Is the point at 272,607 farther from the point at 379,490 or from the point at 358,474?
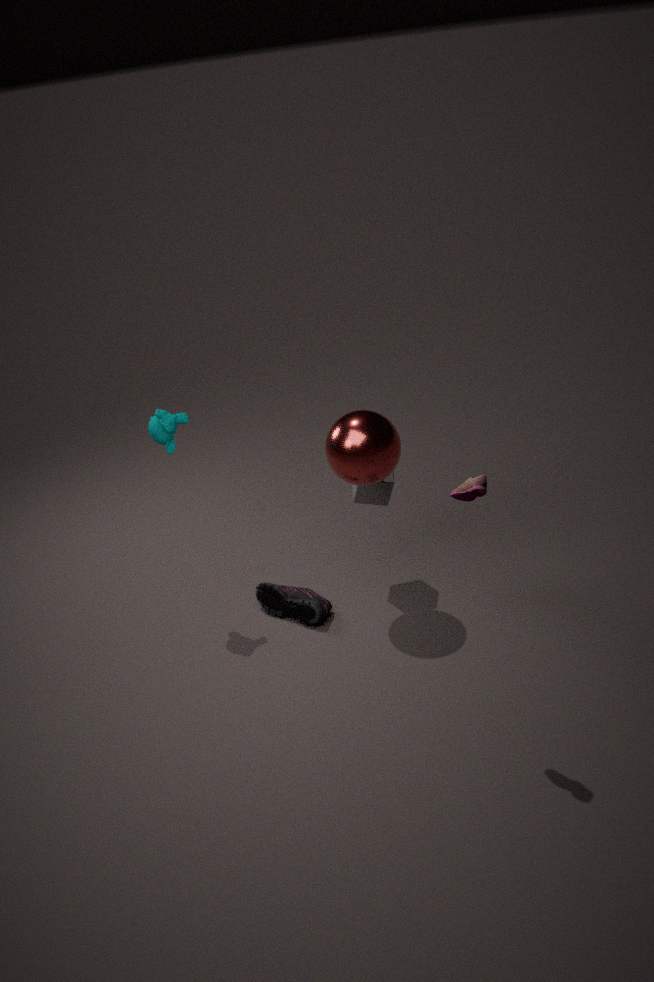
the point at 358,474
